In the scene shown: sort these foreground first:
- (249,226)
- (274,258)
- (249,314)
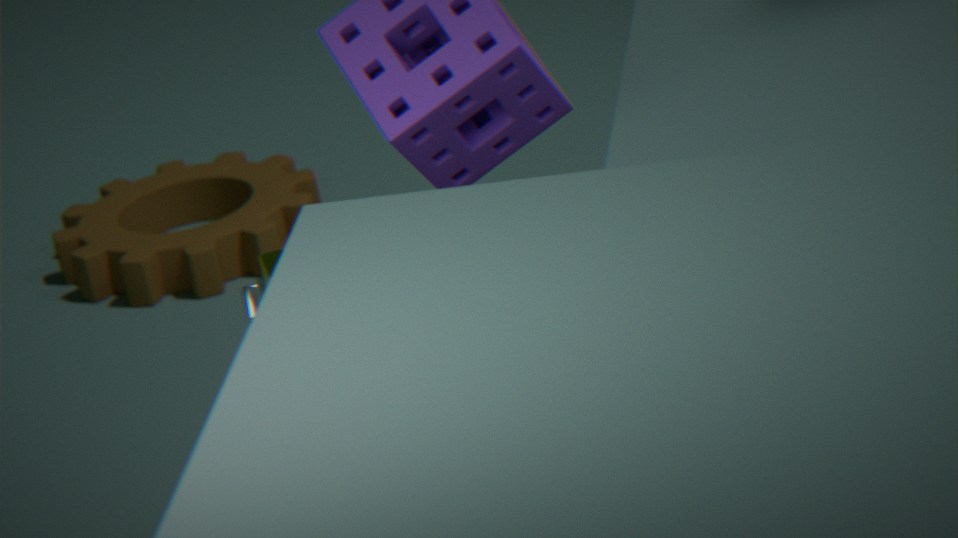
(274,258) < (249,314) < (249,226)
